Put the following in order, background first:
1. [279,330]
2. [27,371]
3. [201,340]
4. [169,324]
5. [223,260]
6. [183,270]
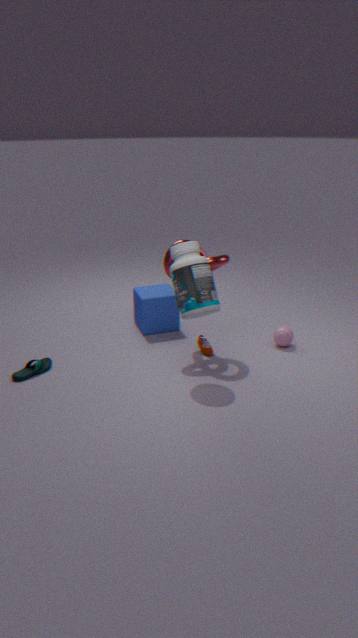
1. [169,324]
2. [201,340]
3. [279,330]
4. [27,371]
5. [223,260]
6. [183,270]
